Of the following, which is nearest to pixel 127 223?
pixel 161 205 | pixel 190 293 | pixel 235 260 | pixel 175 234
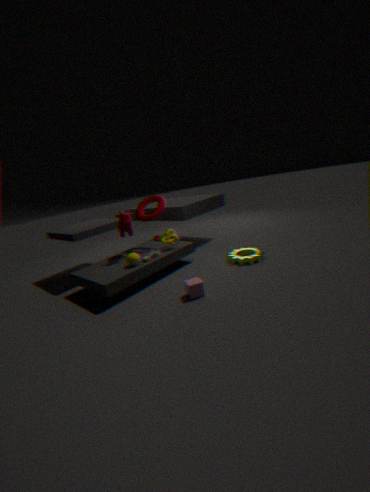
pixel 161 205
